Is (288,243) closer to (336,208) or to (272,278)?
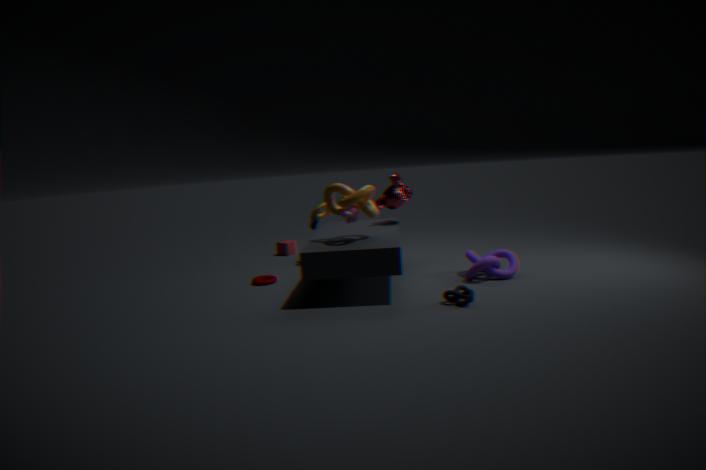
(272,278)
